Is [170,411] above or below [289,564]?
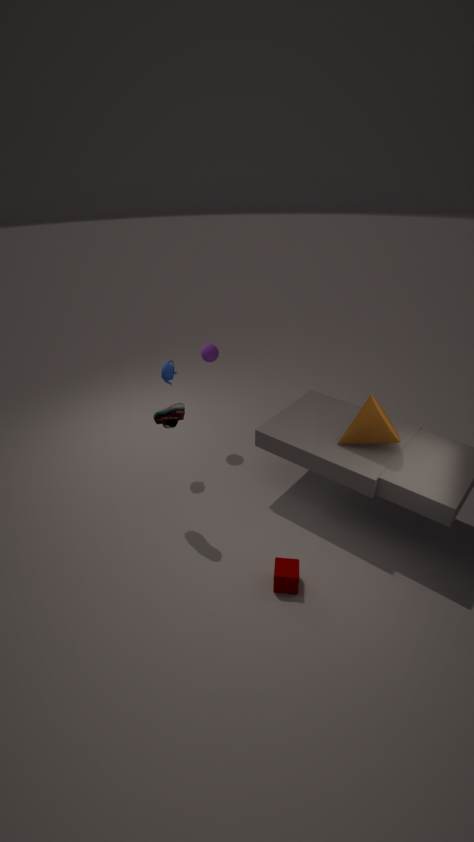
above
